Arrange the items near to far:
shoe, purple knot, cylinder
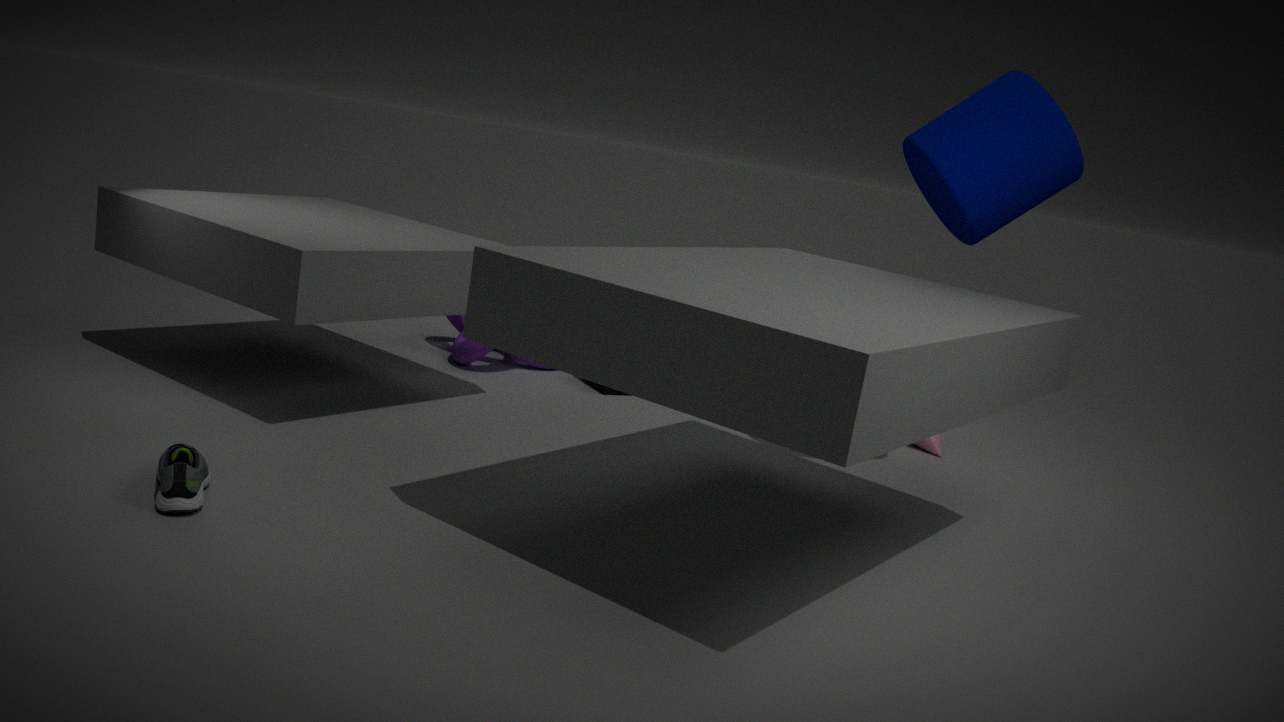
shoe, cylinder, purple knot
